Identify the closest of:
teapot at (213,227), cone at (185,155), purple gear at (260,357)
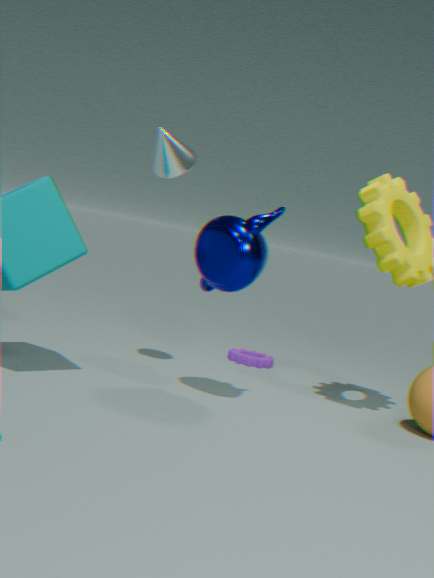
teapot at (213,227)
